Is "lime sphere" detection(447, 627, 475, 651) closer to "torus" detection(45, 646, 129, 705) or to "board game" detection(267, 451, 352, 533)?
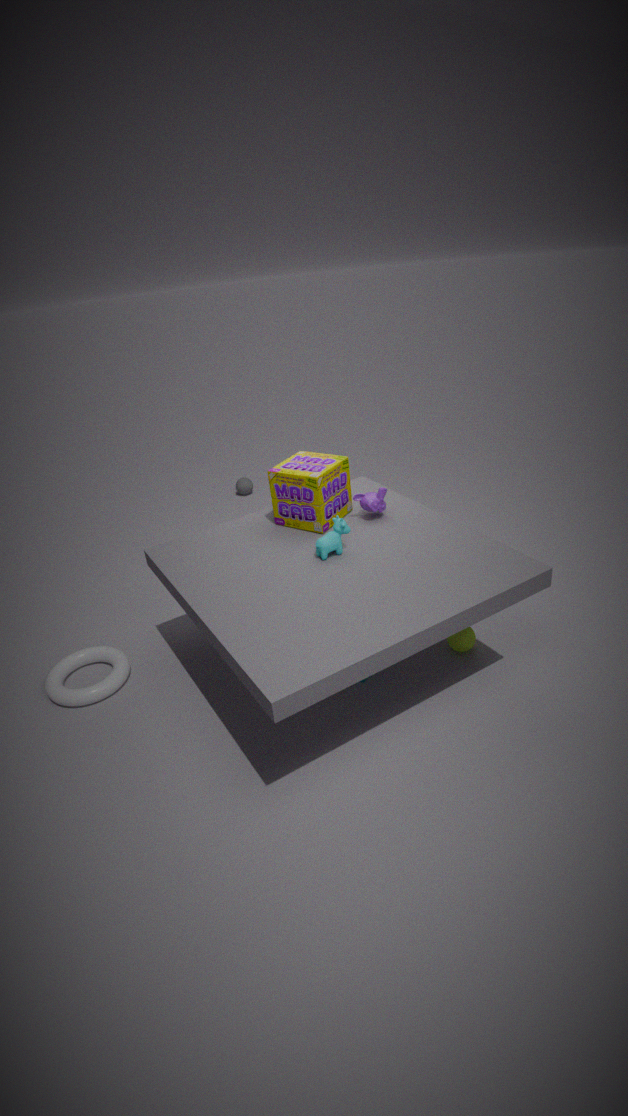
"board game" detection(267, 451, 352, 533)
